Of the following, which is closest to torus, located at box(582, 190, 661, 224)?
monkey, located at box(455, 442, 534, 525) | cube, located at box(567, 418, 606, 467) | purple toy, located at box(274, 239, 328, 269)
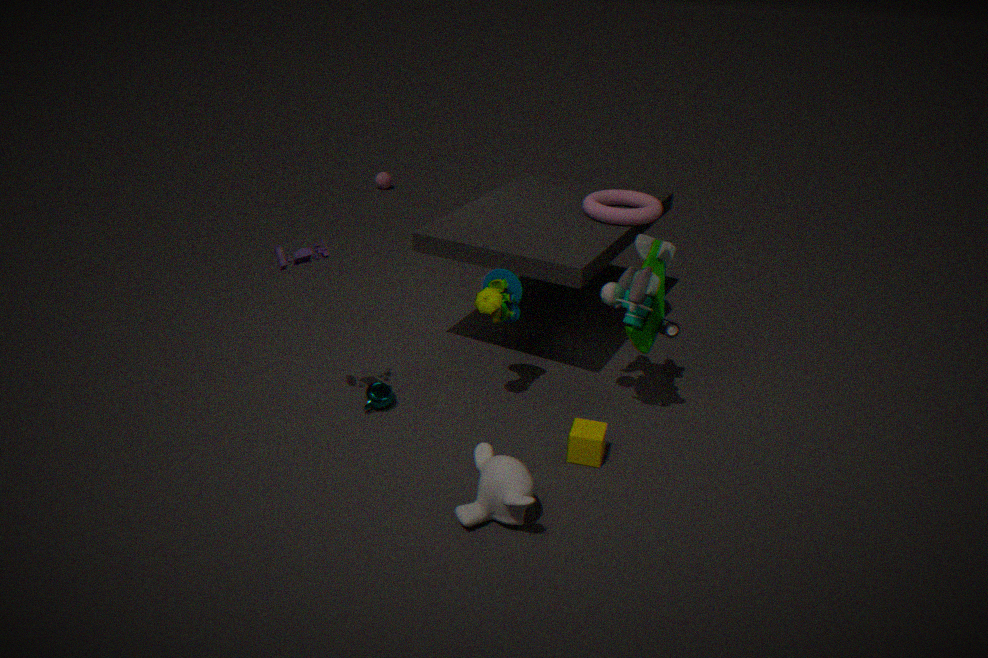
cube, located at box(567, 418, 606, 467)
